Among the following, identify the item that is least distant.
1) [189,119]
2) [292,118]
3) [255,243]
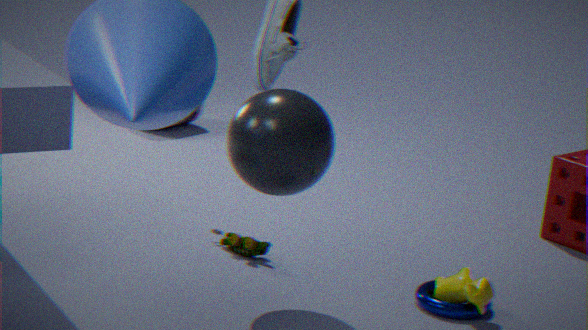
2. [292,118]
